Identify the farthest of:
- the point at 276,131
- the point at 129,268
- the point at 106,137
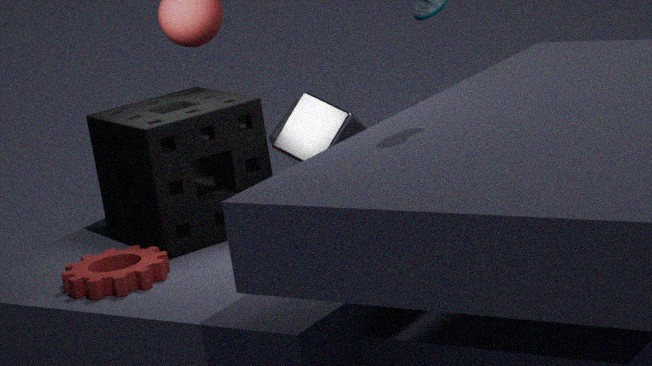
the point at 276,131
